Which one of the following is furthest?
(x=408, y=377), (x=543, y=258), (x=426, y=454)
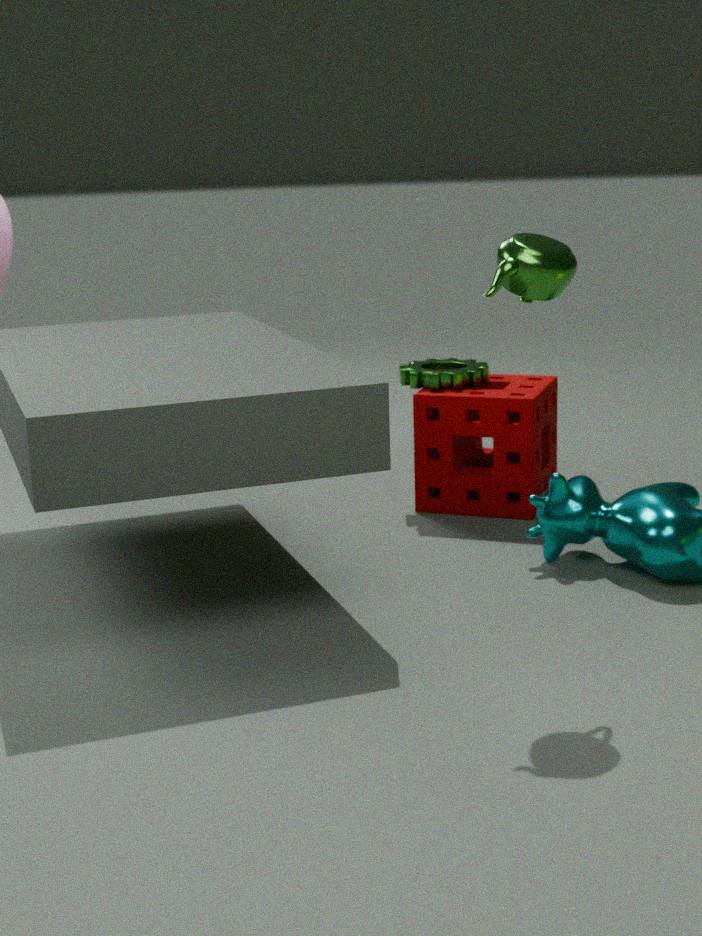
(x=408, y=377)
